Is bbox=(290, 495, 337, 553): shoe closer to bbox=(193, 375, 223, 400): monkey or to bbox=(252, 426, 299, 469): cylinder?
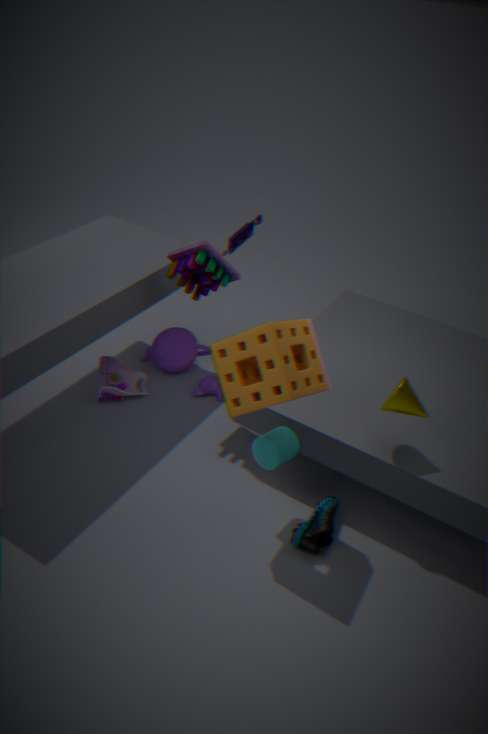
bbox=(252, 426, 299, 469): cylinder
